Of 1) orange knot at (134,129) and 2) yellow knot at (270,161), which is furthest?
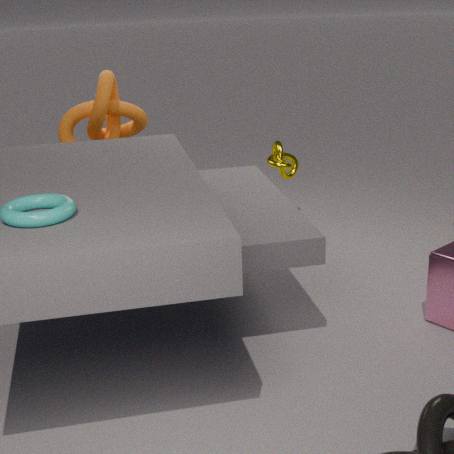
2. yellow knot at (270,161)
